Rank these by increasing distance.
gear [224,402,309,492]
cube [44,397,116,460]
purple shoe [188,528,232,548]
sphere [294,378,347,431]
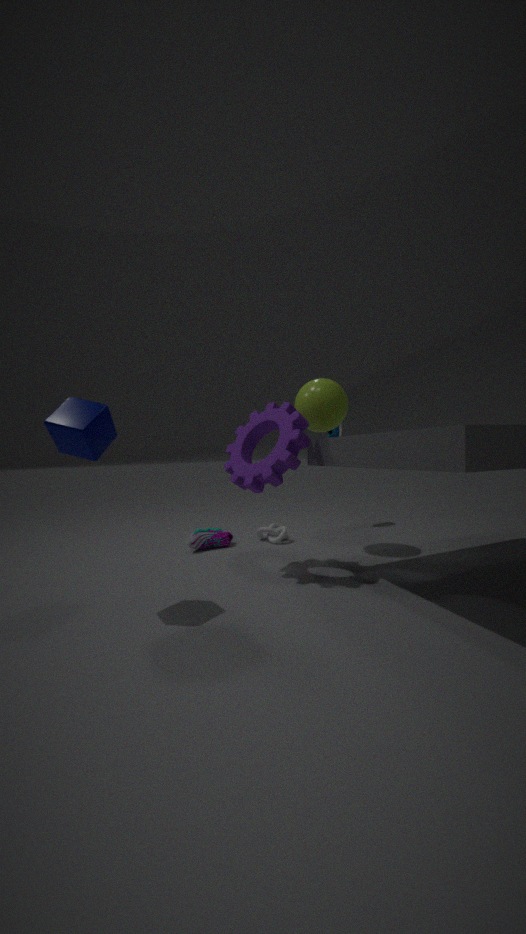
cube [44,397,116,460] < gear [224,402,309,492] < sphere [294,378,347,431] < purple shoe [188,528,232,548]
